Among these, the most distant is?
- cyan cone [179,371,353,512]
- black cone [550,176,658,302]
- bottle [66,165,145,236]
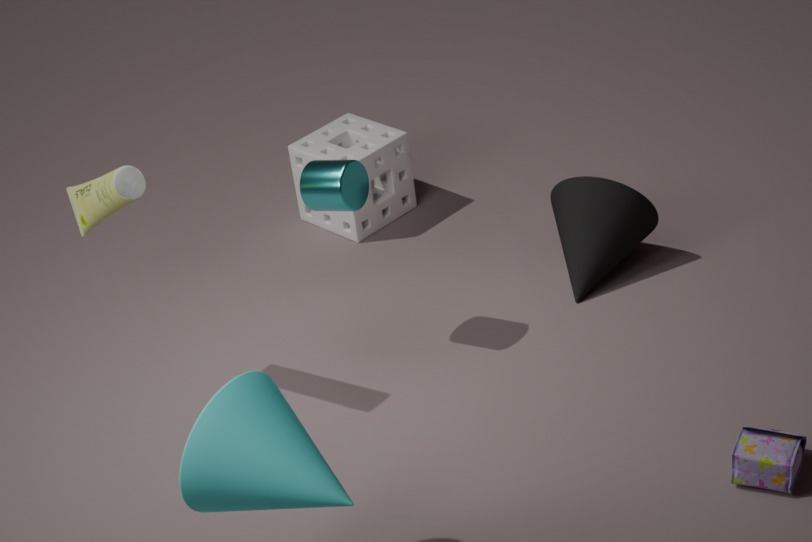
black cone [550,176,658,302]
